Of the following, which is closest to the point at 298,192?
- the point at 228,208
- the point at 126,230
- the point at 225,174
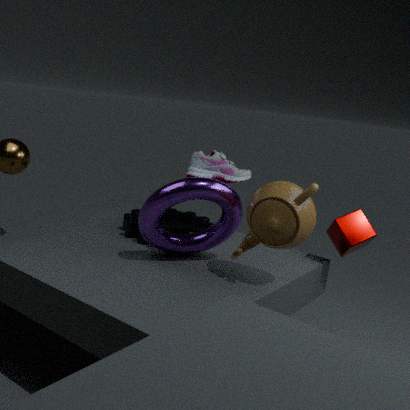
the point at 225,174
